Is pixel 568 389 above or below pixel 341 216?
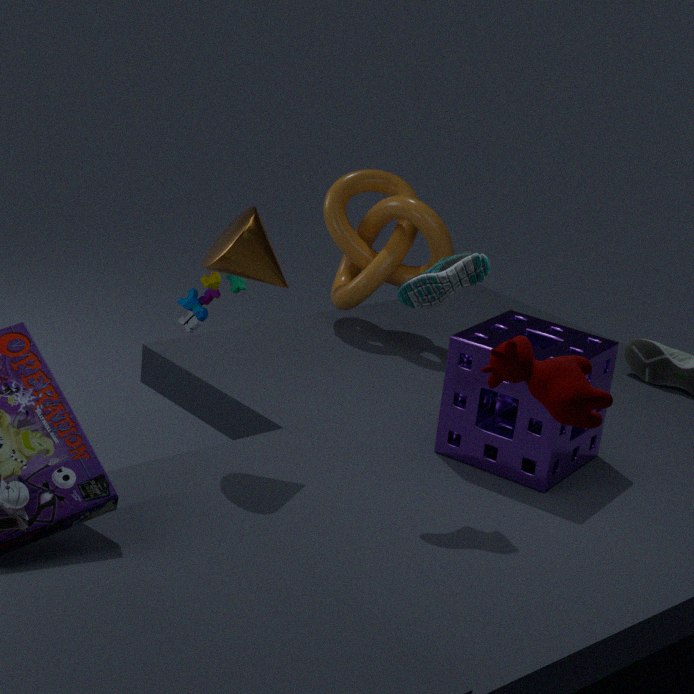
above
